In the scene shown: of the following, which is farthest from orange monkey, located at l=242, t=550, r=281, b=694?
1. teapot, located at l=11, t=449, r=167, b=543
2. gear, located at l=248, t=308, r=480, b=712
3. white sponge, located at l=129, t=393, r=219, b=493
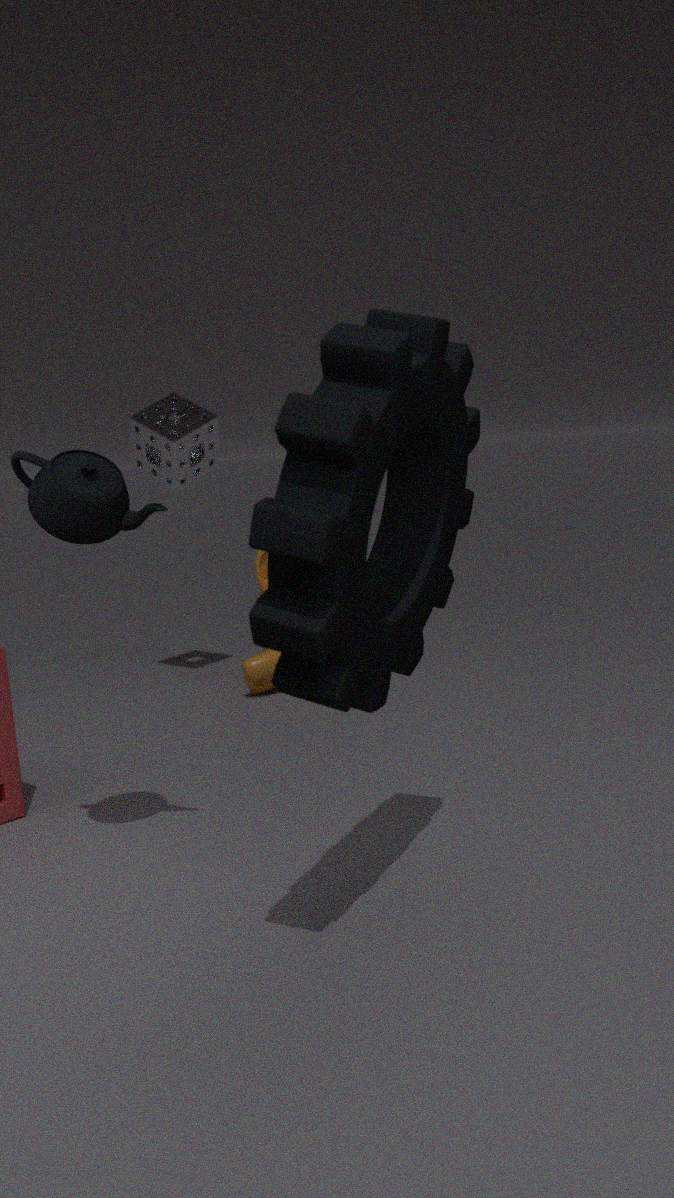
gear, located at l=248, t=308, r=480, b=712
